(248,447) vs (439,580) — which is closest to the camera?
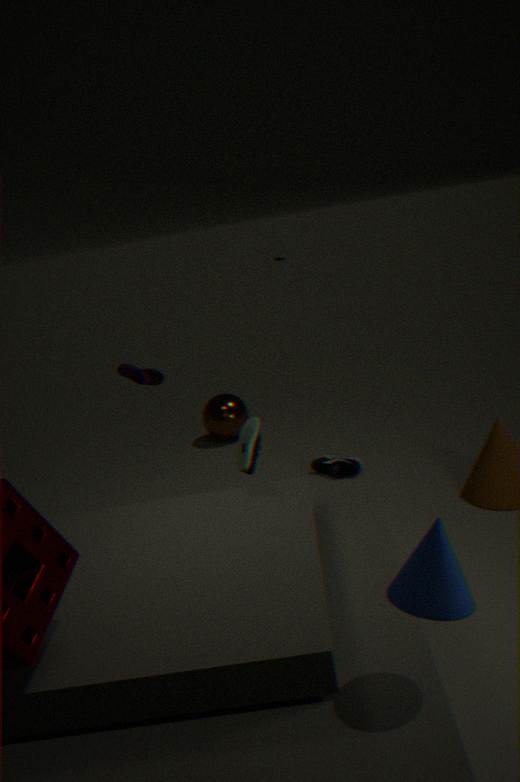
(439,580)
